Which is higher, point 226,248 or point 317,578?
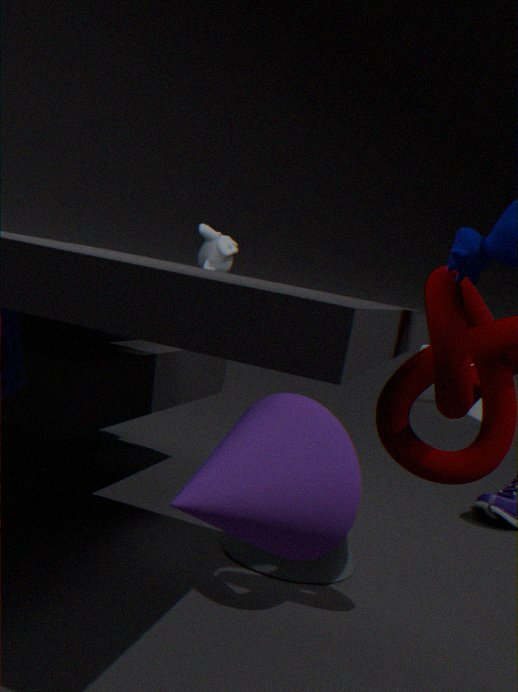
point 226,248
